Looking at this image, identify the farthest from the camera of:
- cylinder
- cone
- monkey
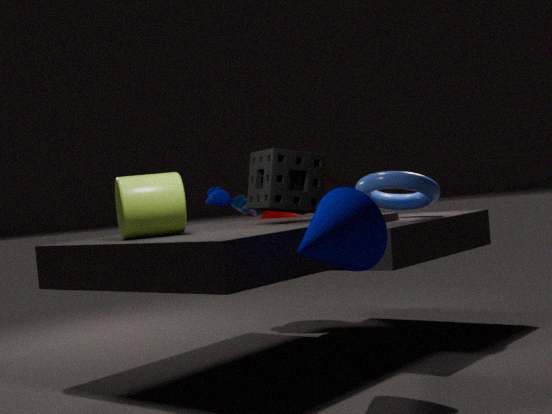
monkey
